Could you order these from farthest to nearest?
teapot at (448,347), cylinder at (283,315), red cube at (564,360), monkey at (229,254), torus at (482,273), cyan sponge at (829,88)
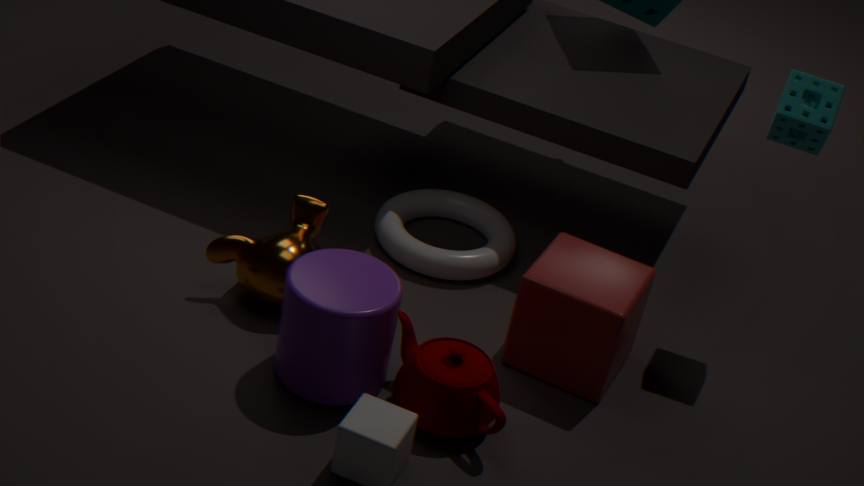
torus at (482,273) < monkey at (229,254) < cyan sponge at (829,88) < red cube at (564,360) < teapot at (448,347) < cylinder at (283,315)
